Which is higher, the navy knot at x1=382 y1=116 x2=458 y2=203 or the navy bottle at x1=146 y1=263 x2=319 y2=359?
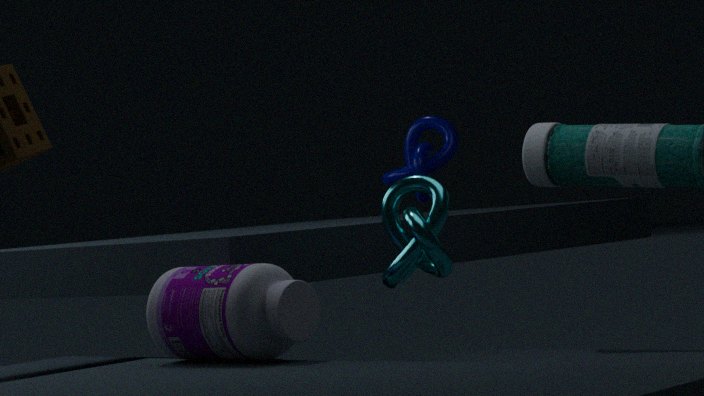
the navy knot at x1=382 y1=116 x2=458 y2=203
